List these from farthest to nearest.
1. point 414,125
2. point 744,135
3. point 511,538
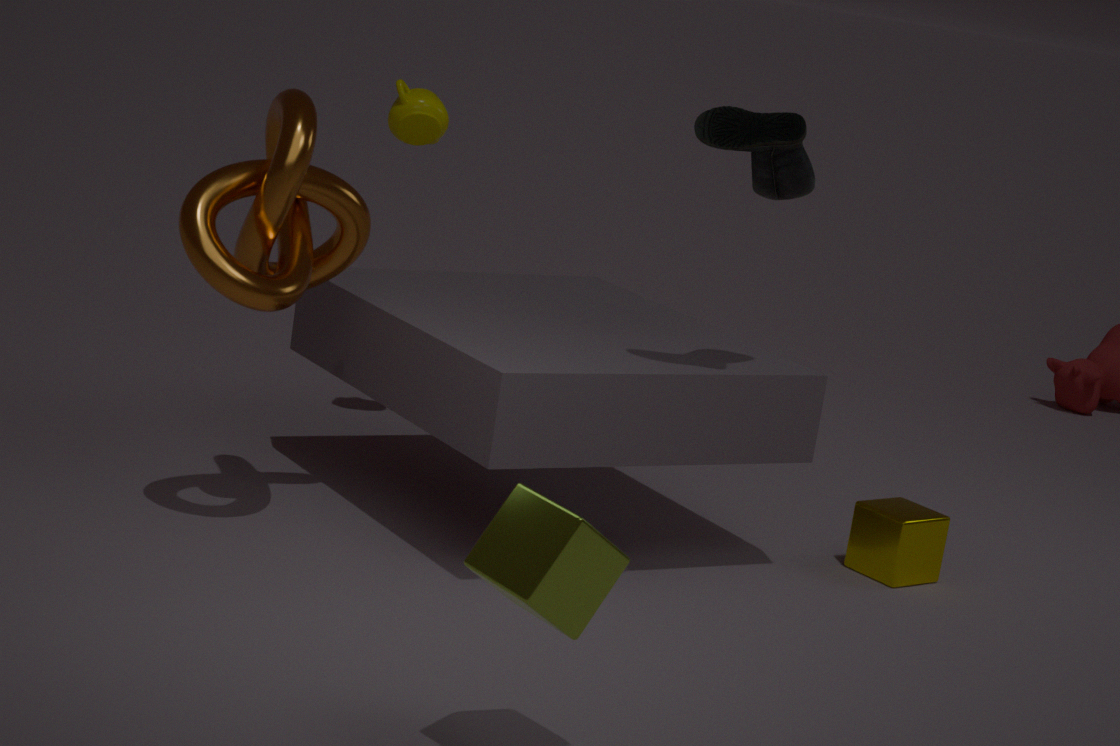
point 414,125 → point 744,135 → point 511,538
